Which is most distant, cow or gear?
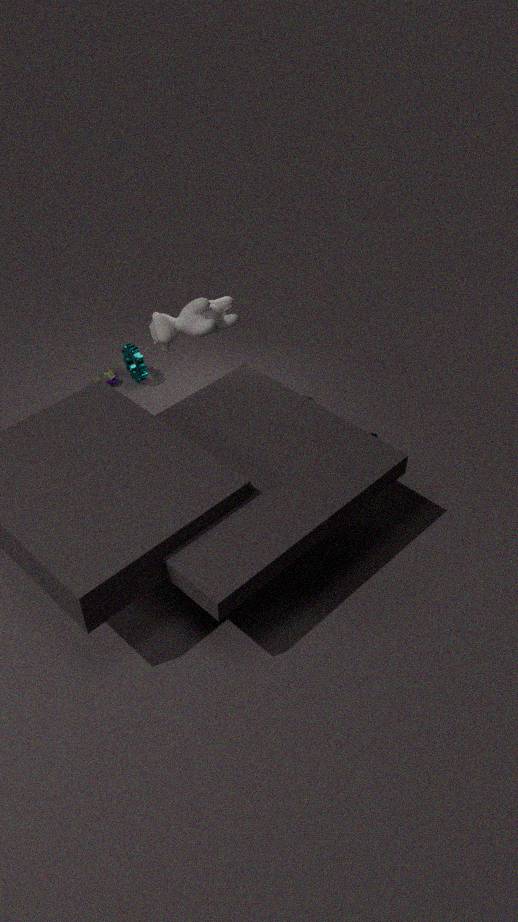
gear
